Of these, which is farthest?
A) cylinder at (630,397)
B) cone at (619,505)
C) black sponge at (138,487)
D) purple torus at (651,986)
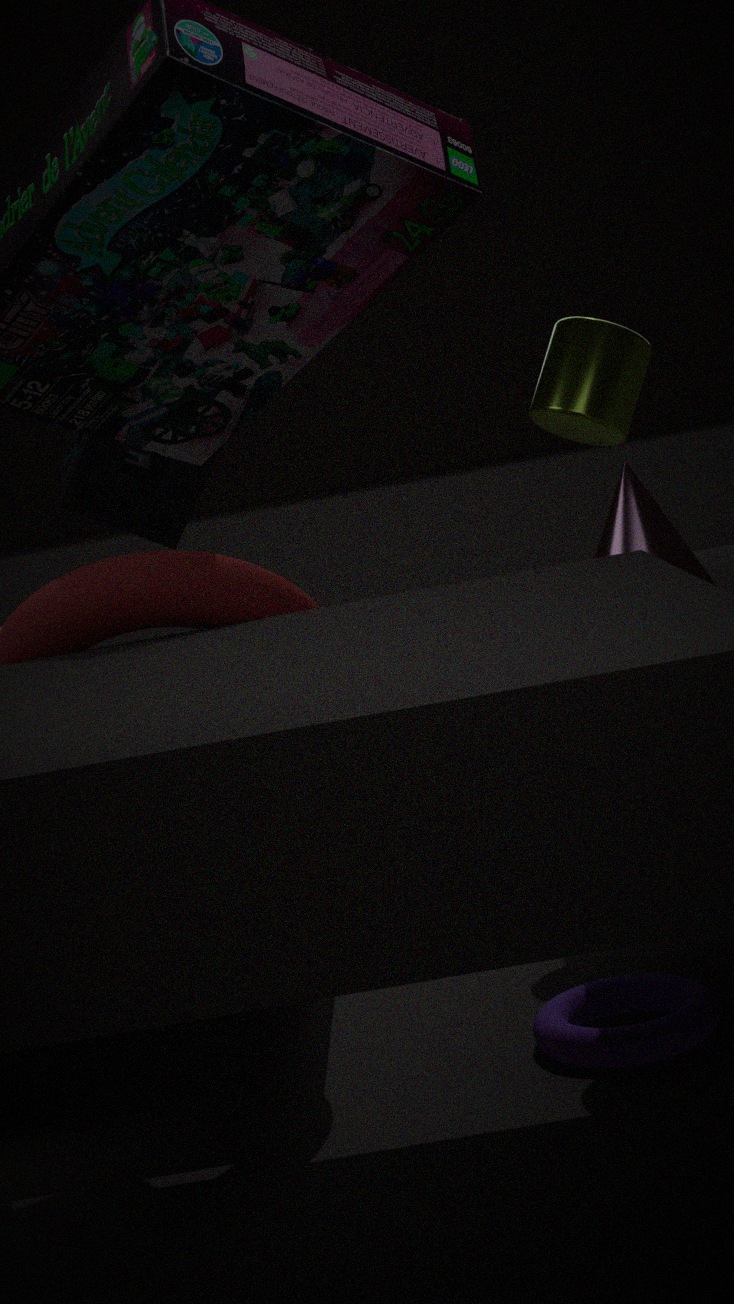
cylinder at (630,397)
